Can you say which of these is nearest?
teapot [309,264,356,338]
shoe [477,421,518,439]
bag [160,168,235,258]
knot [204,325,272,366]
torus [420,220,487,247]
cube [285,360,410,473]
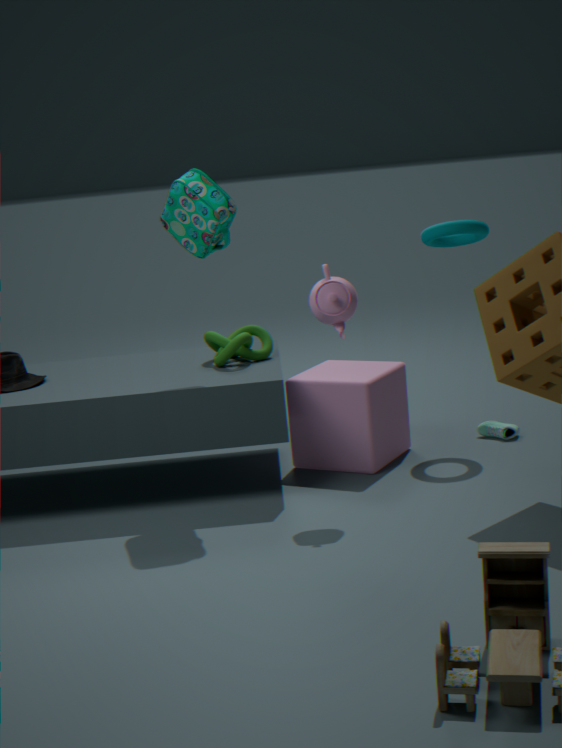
teapot [309,264,356,338]
